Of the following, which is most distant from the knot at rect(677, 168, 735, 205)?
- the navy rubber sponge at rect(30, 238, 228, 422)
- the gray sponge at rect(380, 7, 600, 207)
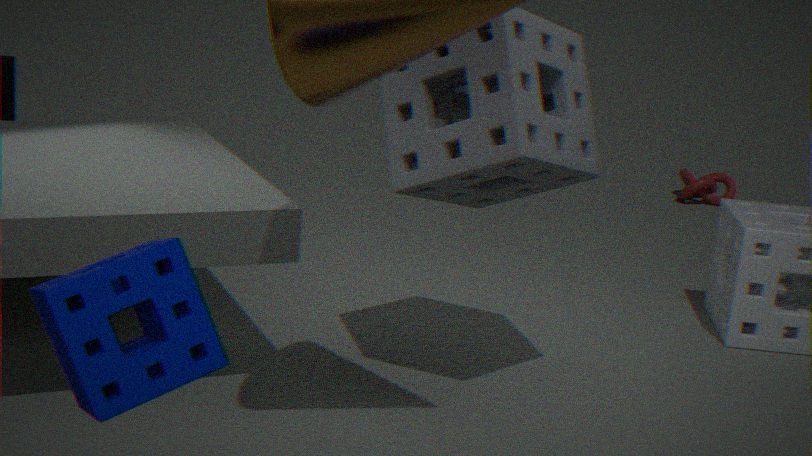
the navy rubber sponge at rect(30, 238, 228, 422)
